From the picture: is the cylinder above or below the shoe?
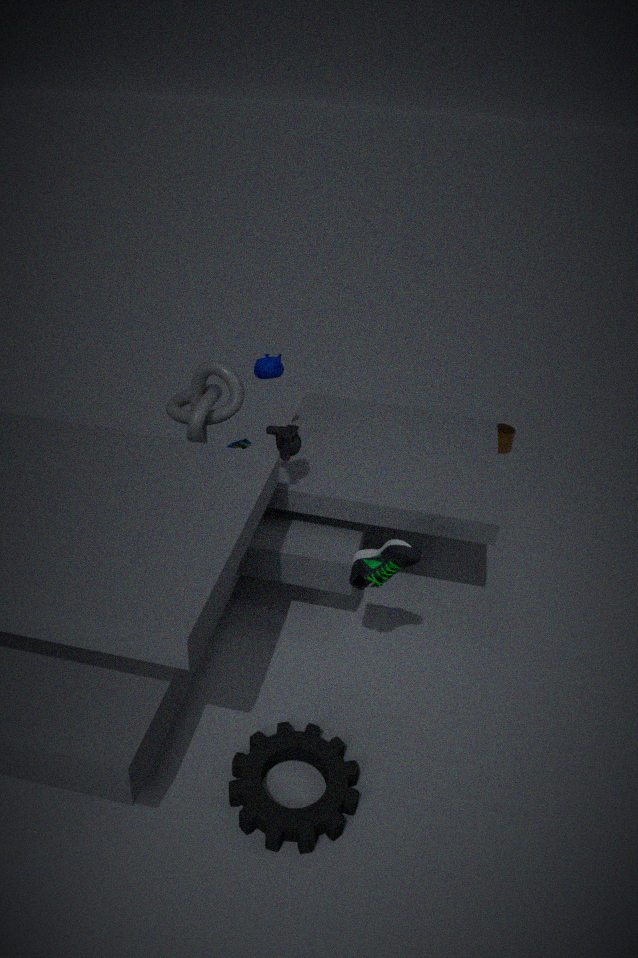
below
